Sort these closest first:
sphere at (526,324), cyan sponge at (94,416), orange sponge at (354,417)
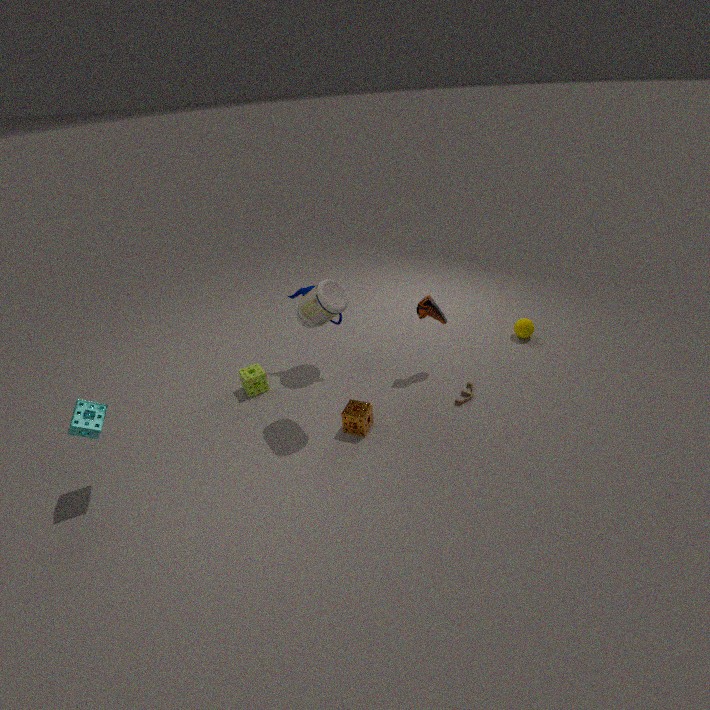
cyan sponge at (94,416) → orange sponge at (354,417) → sphere at (526,324)
